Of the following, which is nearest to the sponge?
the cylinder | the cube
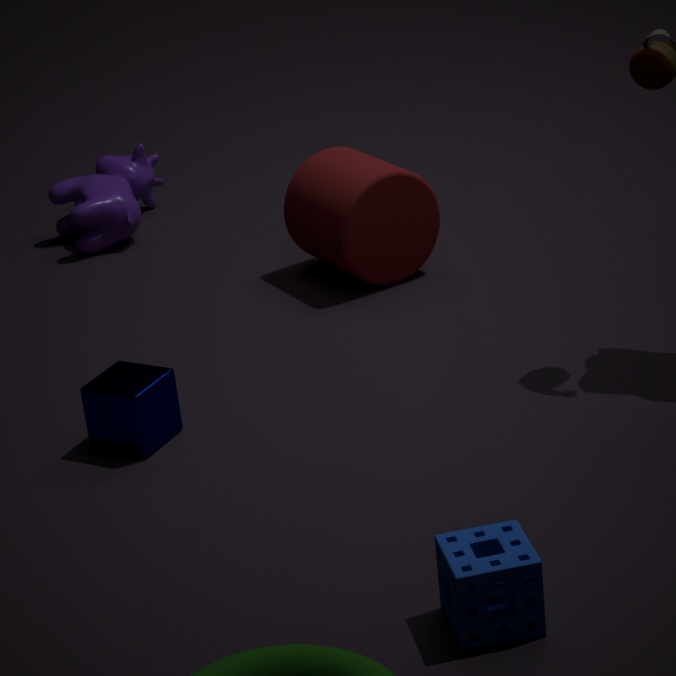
the cube
